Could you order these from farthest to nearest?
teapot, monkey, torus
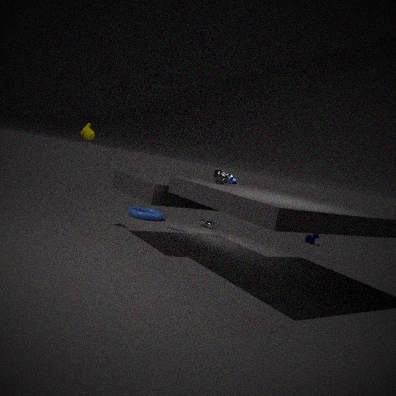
torus < monkey < teapot
